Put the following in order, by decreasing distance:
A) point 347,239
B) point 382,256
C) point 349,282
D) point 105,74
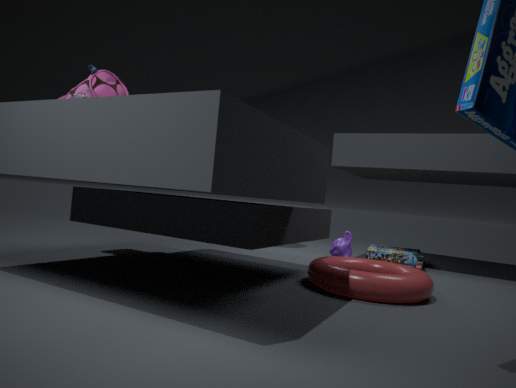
point 382,256, point 347,239, point 105,74, point 349,282
